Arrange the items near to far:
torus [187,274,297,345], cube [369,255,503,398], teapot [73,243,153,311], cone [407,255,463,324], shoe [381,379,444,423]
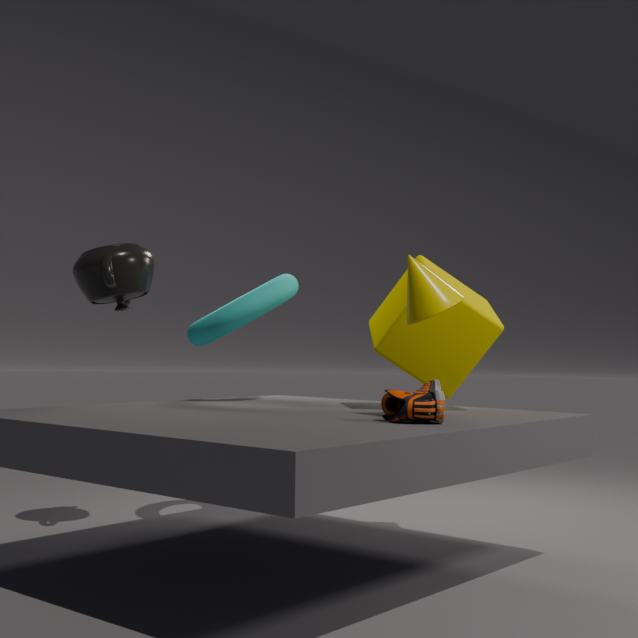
1. shoe [381,379,444,423]
2. cone [407,255,463,324]
3. cube [369,255,503,398]
4. teapot [73,243,153,311]
5. torus [187,274,297,345]
